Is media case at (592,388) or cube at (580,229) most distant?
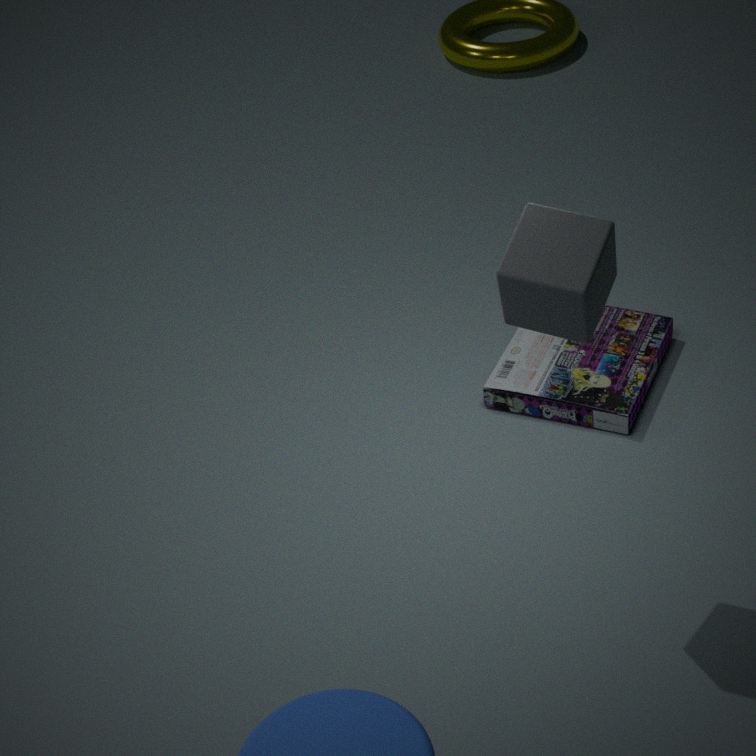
media case at (592,388)
